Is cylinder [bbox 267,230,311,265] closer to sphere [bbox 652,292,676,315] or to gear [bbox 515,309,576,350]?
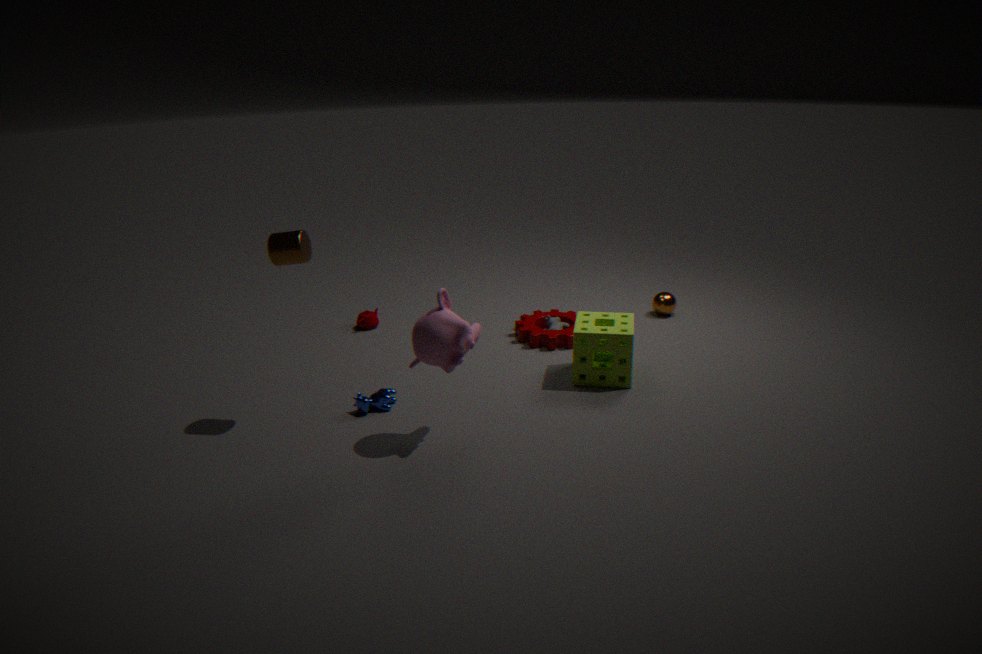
gear [bbox 515,309,576,350]
